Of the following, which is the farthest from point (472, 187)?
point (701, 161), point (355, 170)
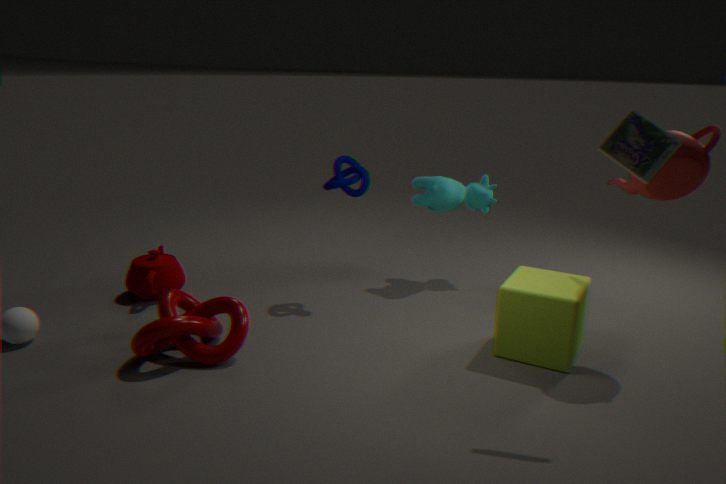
point (701, 161)
